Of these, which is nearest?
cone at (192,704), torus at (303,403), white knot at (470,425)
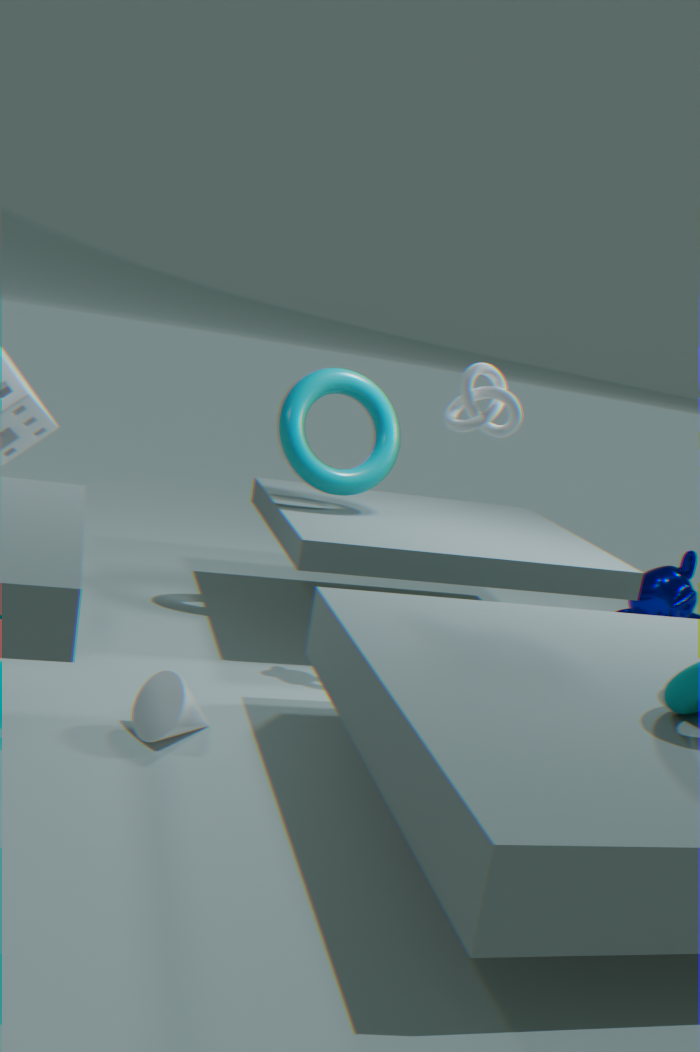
cone at (192,704)
